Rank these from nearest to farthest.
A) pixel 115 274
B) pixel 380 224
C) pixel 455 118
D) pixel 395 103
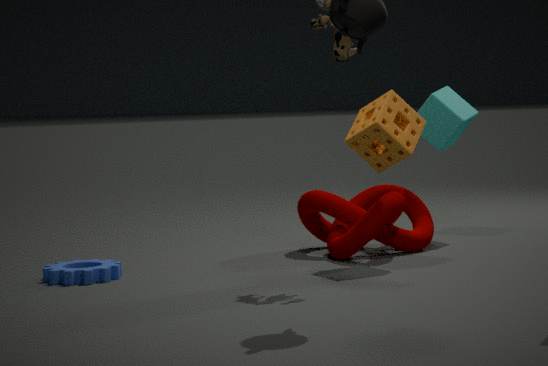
1. pixel 115 274
2. pixel 395 103
3. pixel 380 224
4. pixel 455 118
